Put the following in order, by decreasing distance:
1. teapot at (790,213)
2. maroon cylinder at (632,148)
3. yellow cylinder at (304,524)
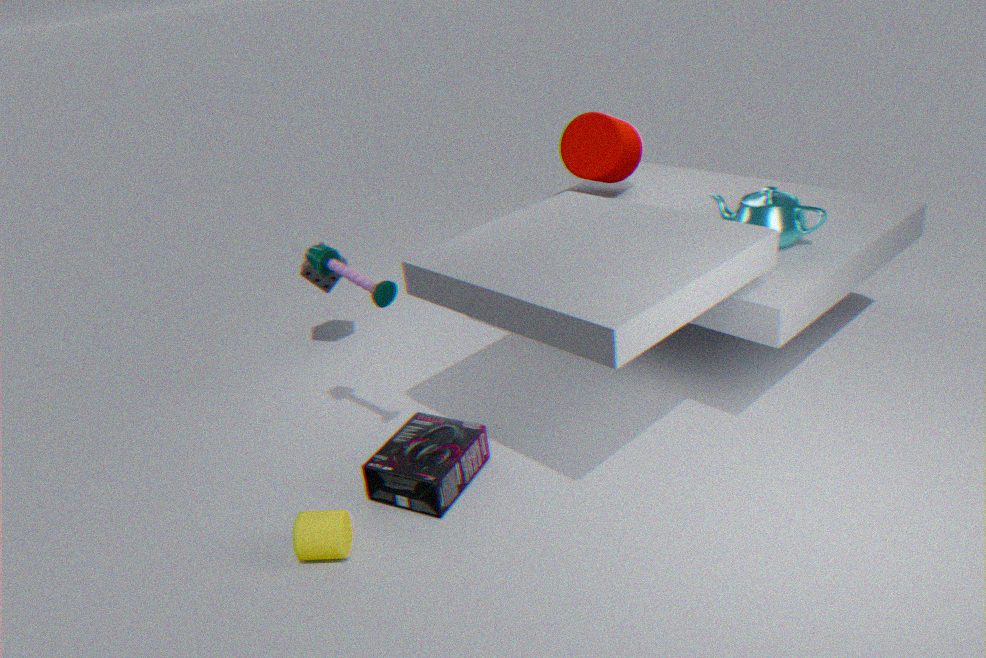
maroon cylinder at (632,148), teapot at (790,213), yellow cylinder at (304,524)
